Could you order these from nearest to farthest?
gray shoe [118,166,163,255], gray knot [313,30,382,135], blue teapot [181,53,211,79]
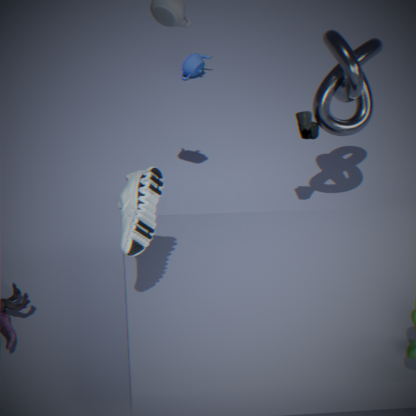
gray shoe [118,166,163,255], gray knot [313,30,382,135], blue teapot [181,53,211,79]
